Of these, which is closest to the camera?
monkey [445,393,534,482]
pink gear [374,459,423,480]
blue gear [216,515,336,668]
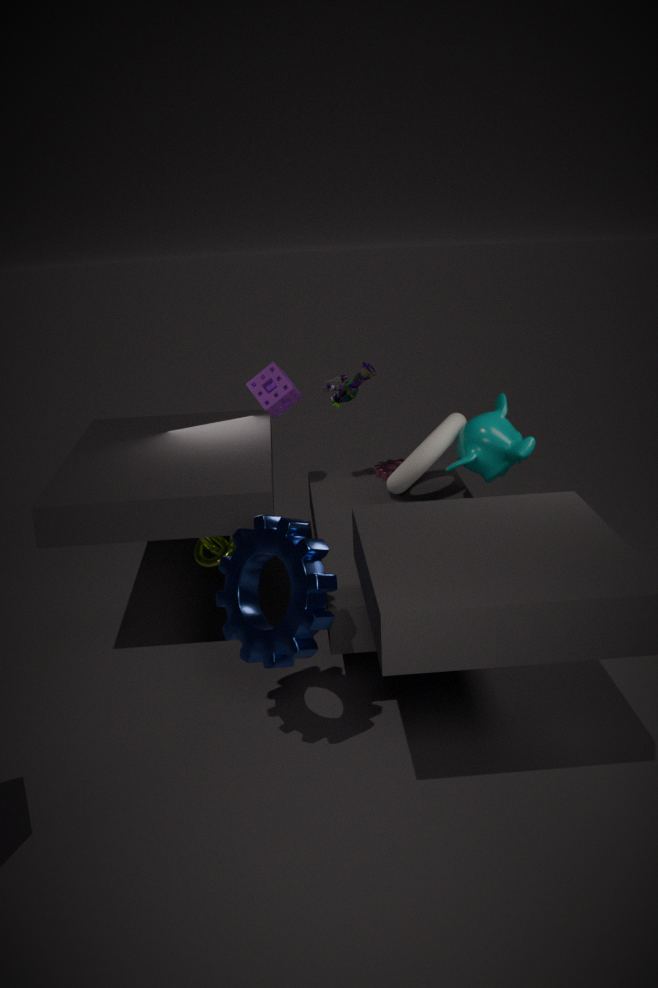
blue gear [216,515,336,668]
